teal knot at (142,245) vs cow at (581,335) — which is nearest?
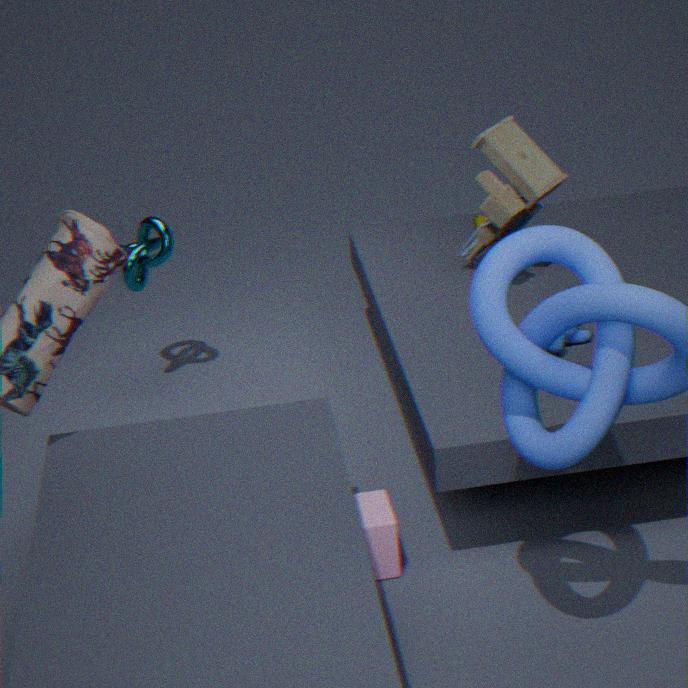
cow at (581,335)
